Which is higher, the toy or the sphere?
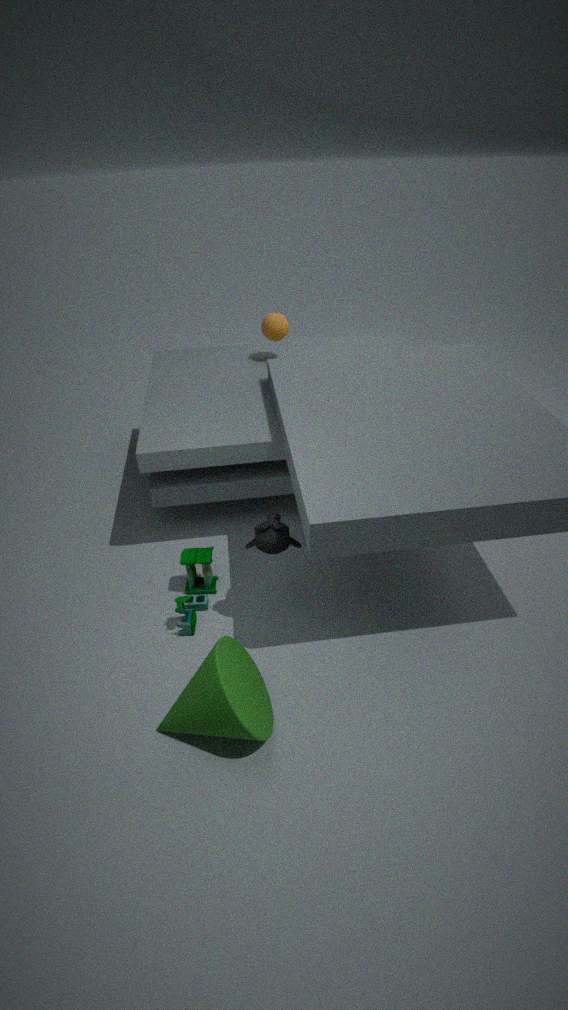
the sphere
